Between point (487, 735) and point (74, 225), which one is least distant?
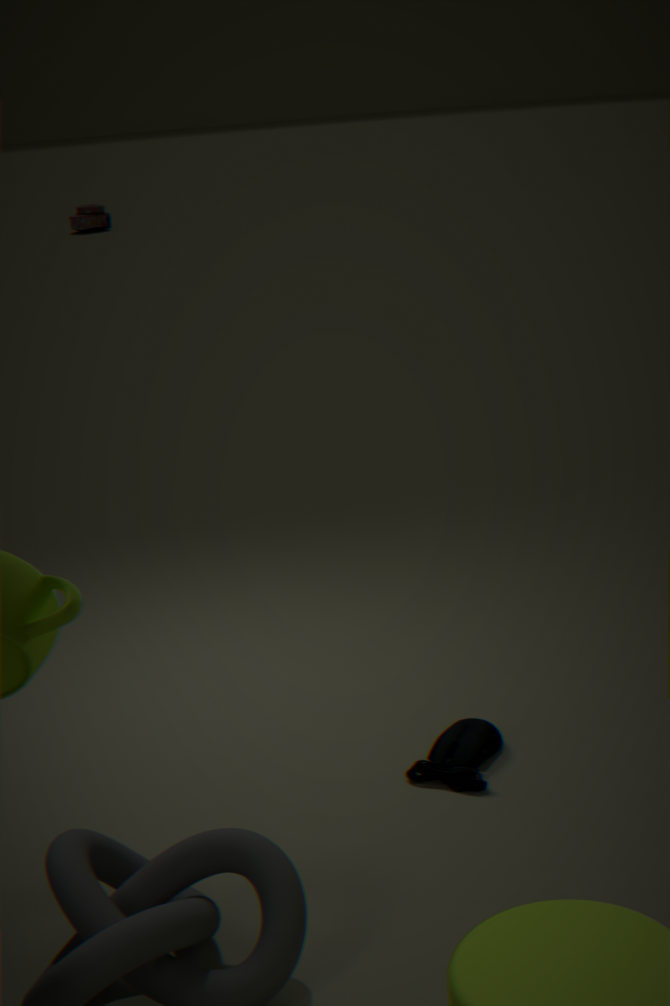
point (487, 735)
